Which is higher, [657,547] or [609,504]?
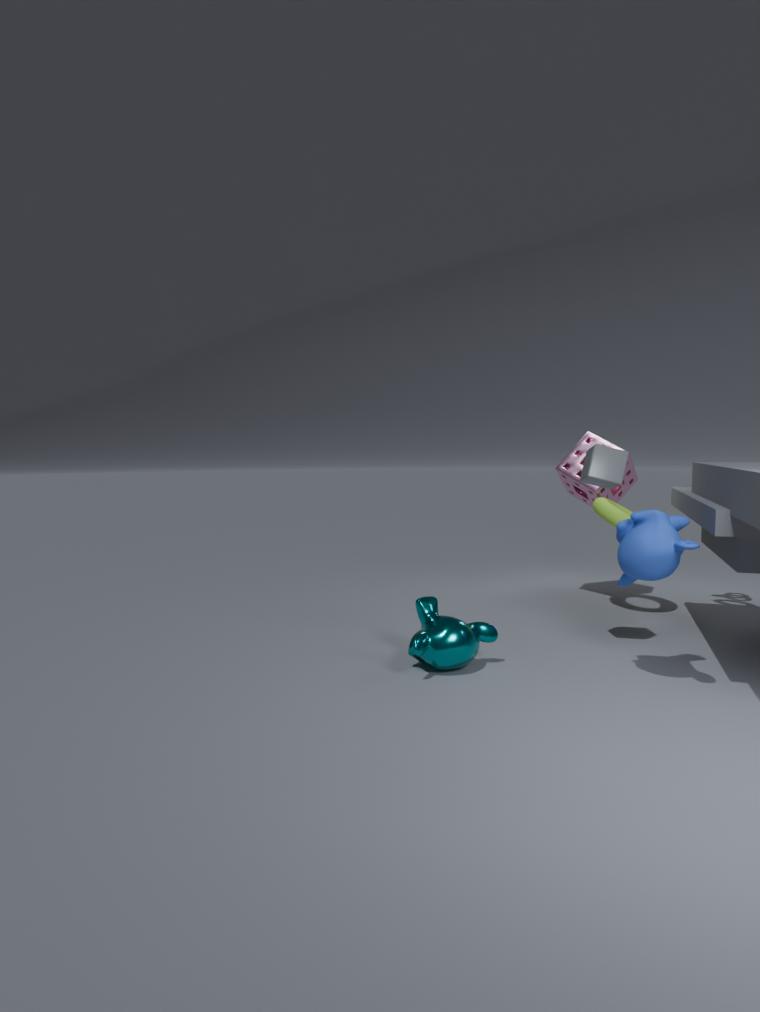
[657,547]
